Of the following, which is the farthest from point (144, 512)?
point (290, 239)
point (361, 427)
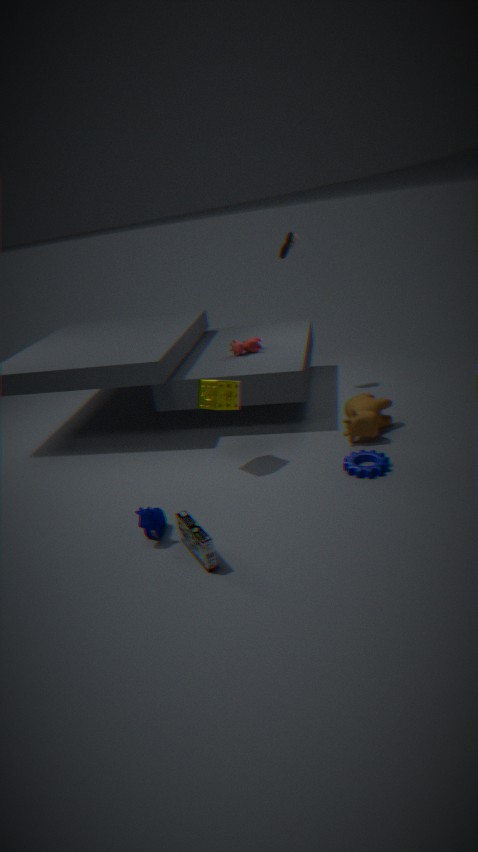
point (290, 239)
